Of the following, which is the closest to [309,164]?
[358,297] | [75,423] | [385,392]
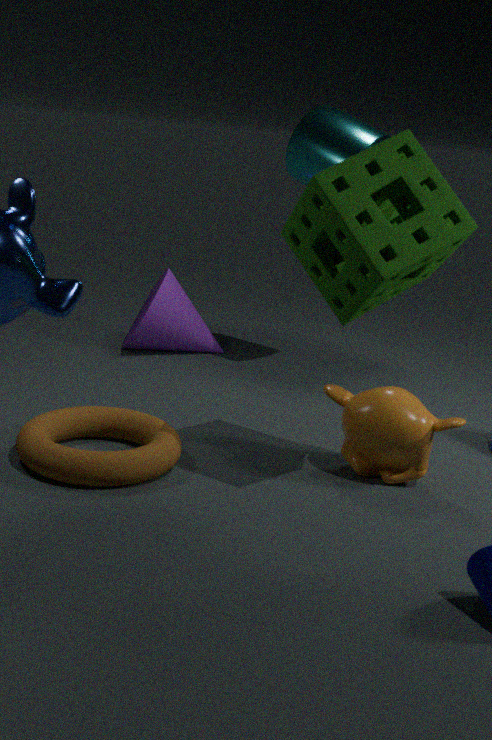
[358,297]
